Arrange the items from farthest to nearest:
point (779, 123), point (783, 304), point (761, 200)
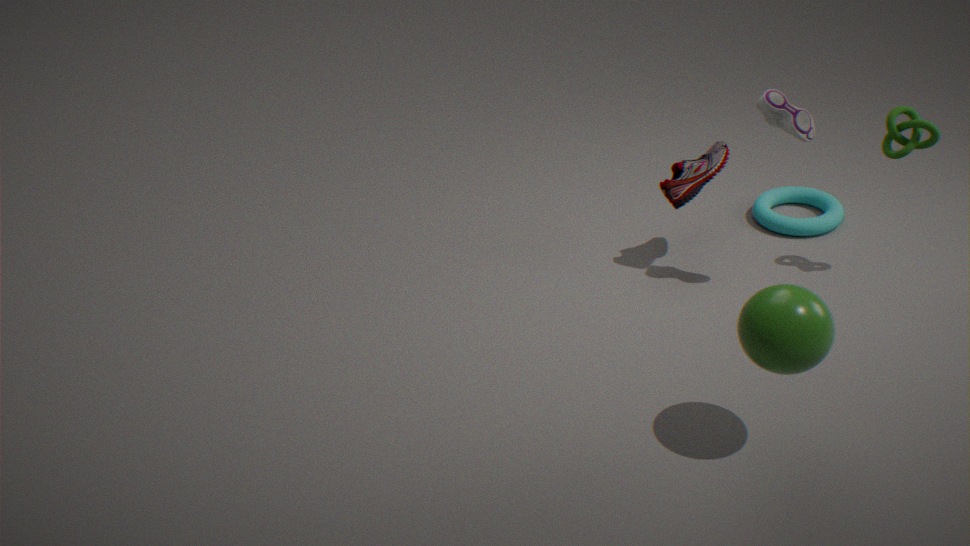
point (761, 200) → point (779, 123) → point (783, 304)
